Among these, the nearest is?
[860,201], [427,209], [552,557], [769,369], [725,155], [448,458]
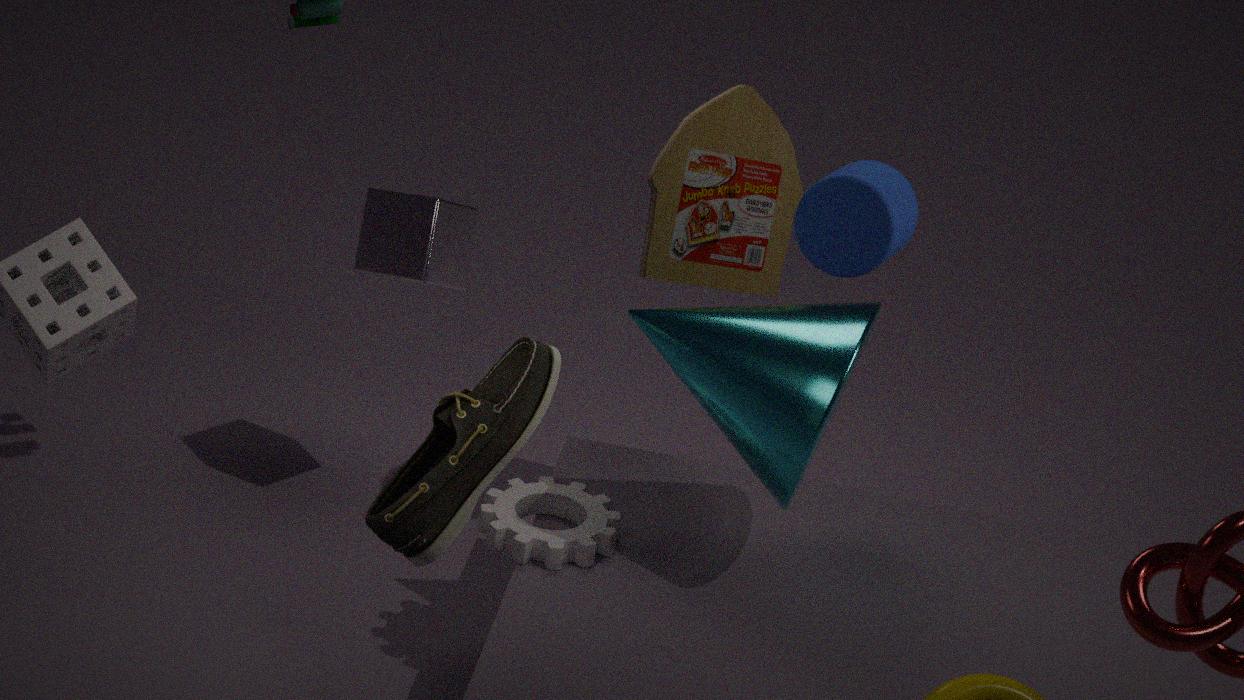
[448,458]
